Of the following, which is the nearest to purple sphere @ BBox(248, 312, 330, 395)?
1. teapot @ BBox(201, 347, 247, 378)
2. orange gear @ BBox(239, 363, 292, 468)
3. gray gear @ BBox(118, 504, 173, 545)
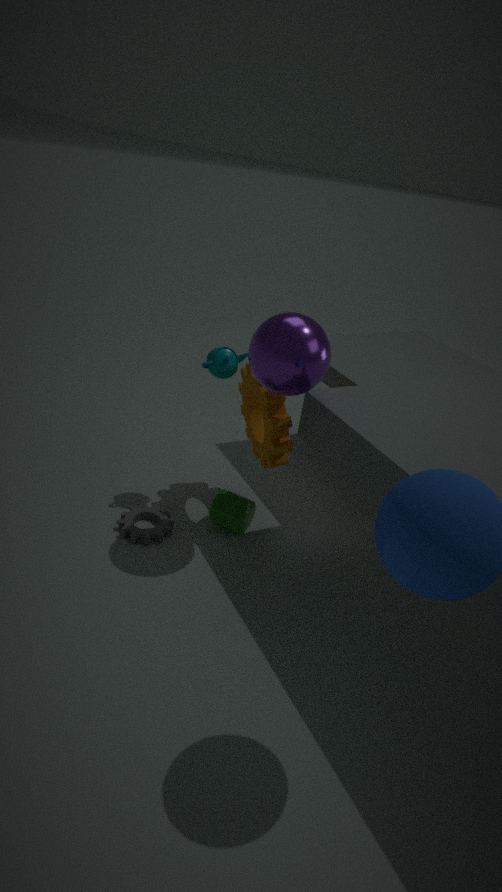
orange gear @ BBox(239, 363, 292, 468)
